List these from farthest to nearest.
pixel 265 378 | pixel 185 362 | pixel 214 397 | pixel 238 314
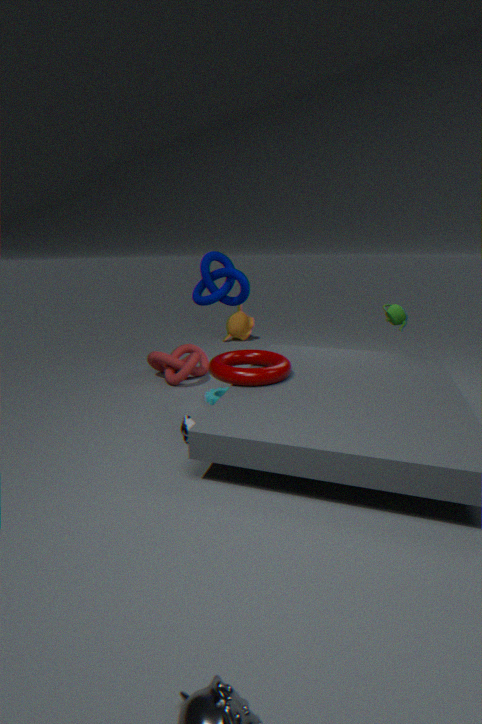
1. pixel 238 314
2. pixel 185 362
3. pixel 214 397
4. pixel 265 378
